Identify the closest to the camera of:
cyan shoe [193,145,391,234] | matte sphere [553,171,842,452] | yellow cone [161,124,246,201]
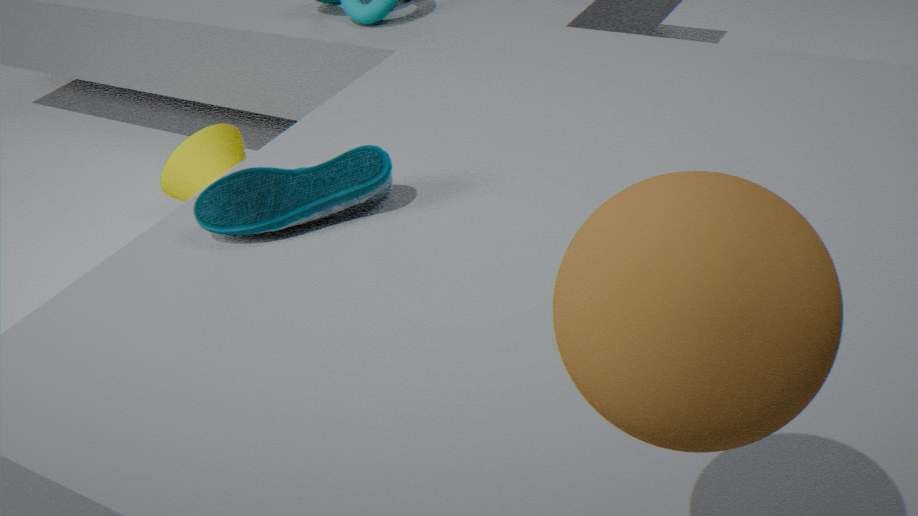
matte sphere [553,171,842,452]
